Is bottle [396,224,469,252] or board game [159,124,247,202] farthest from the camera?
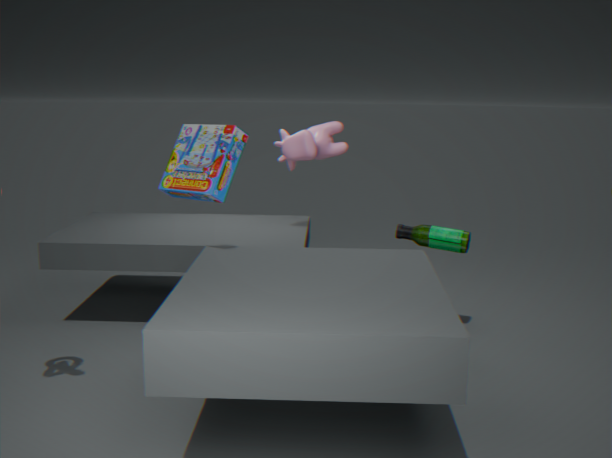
bottle [396,224,469,252]
